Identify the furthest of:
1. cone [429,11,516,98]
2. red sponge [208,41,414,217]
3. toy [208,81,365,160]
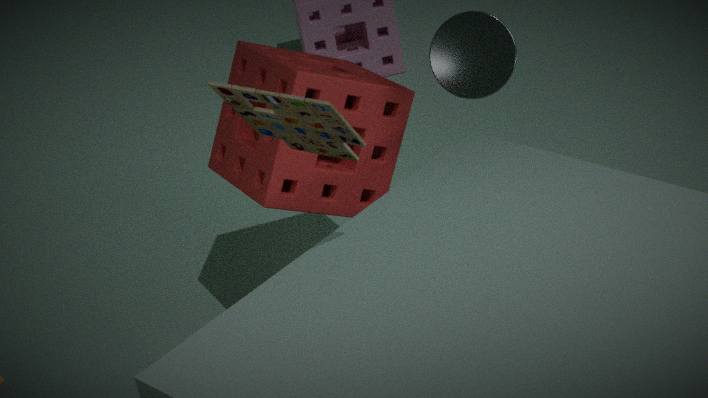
red sponge [208,41,414,217]
